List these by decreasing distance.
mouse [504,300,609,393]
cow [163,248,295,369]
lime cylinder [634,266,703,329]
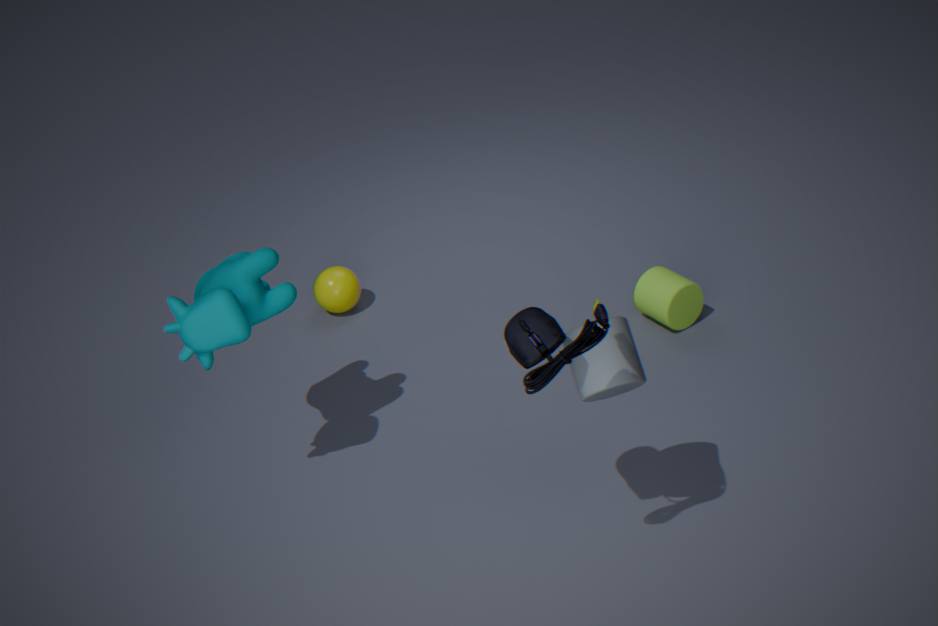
1. lime cylinder [634,266,703,329]
2. cow [163,248,295,369]
3. mouse [504,300,609,393]
